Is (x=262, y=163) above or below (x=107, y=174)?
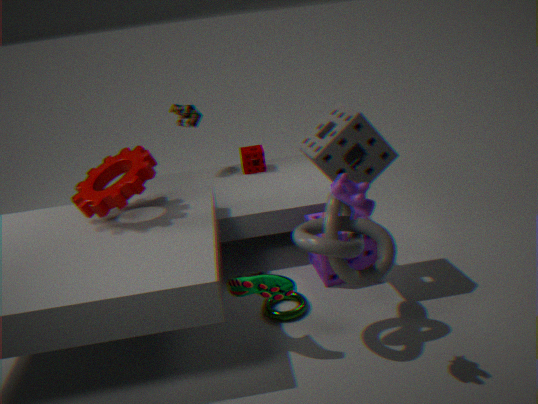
below
